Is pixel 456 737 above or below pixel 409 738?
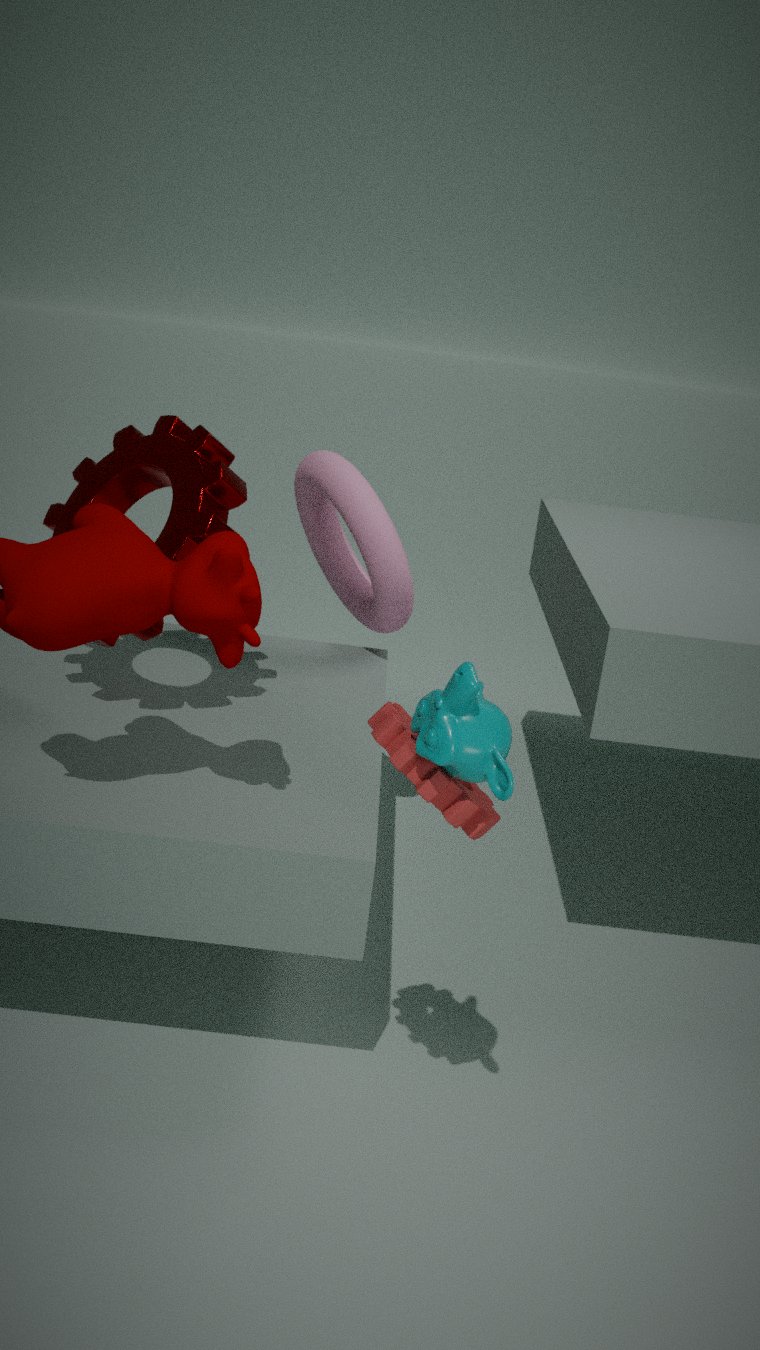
above
